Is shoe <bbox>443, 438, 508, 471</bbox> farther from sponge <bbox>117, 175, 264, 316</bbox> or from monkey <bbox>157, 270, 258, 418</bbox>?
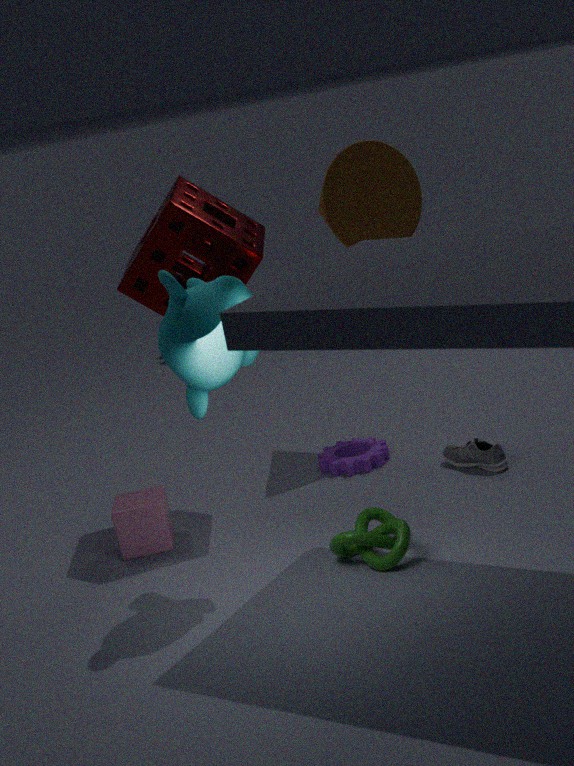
monkey <bbox>157, 270, 258, 418</bbox>
